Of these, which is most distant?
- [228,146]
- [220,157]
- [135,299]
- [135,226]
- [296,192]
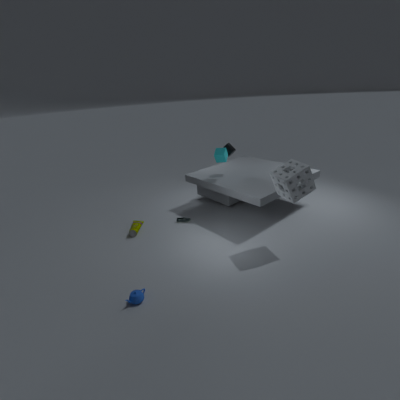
[228,146]
